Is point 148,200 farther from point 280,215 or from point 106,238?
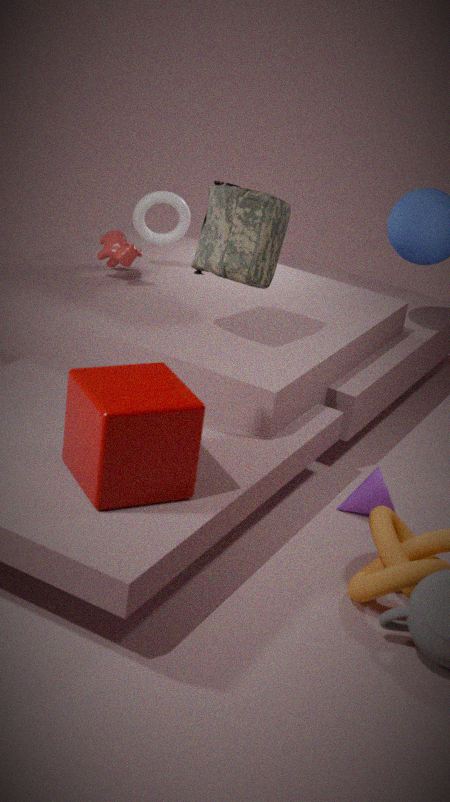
point 280,215
